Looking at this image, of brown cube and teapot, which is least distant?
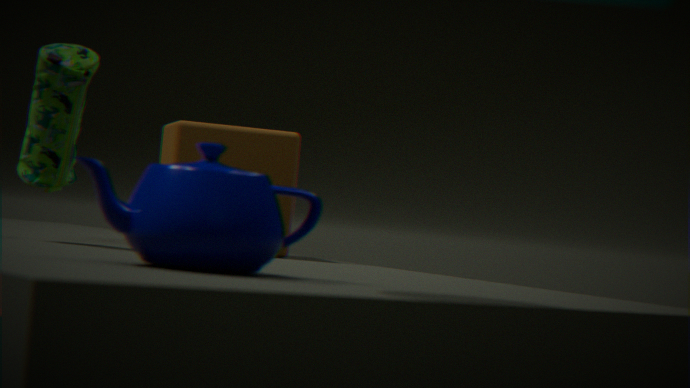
teapot
